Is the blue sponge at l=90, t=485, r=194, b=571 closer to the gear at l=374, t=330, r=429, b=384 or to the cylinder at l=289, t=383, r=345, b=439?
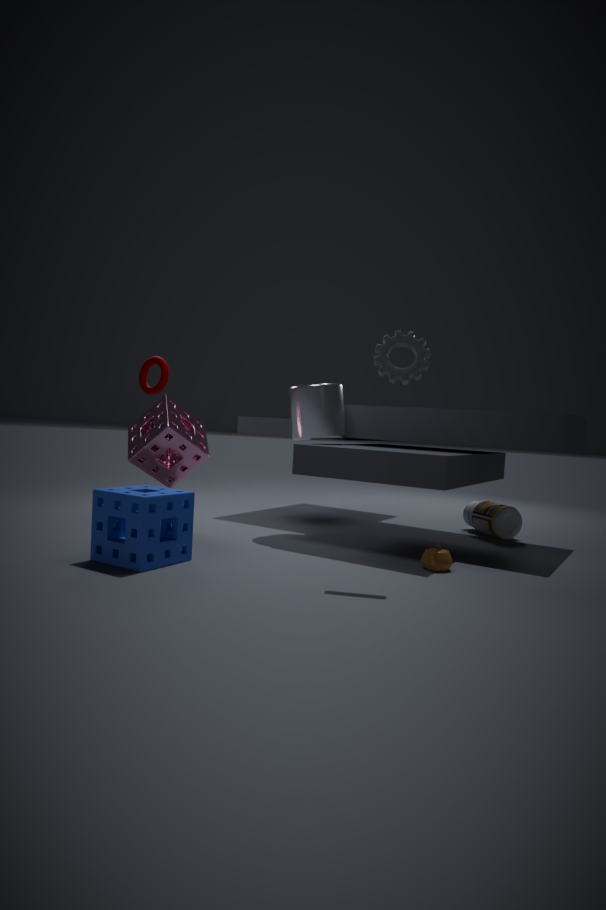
the cylinder at l=289, t=383, r=345, b=439
